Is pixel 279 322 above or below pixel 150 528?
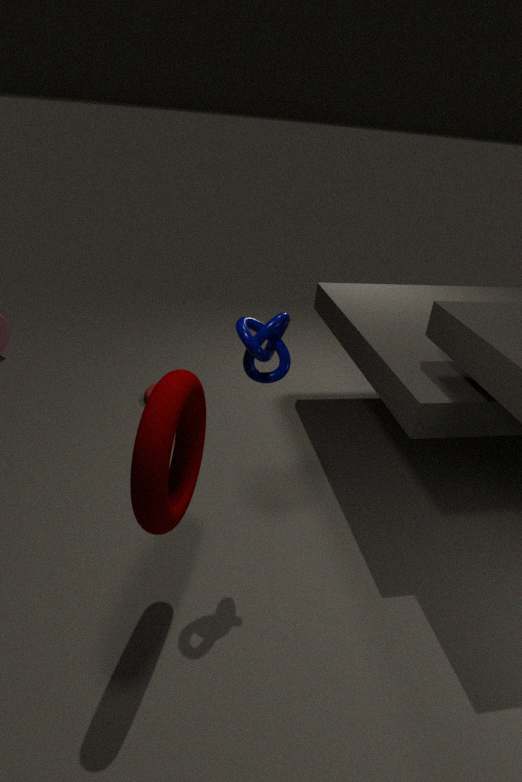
above
